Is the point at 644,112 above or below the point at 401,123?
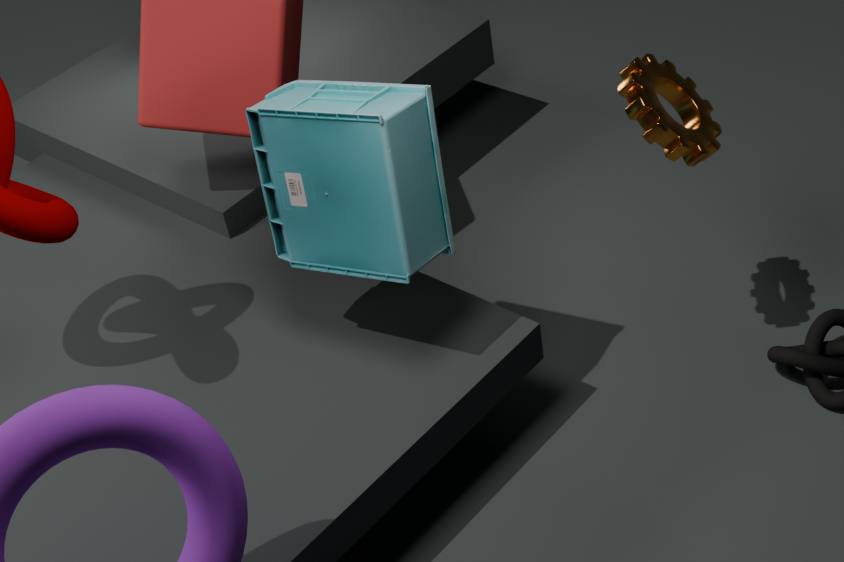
below
